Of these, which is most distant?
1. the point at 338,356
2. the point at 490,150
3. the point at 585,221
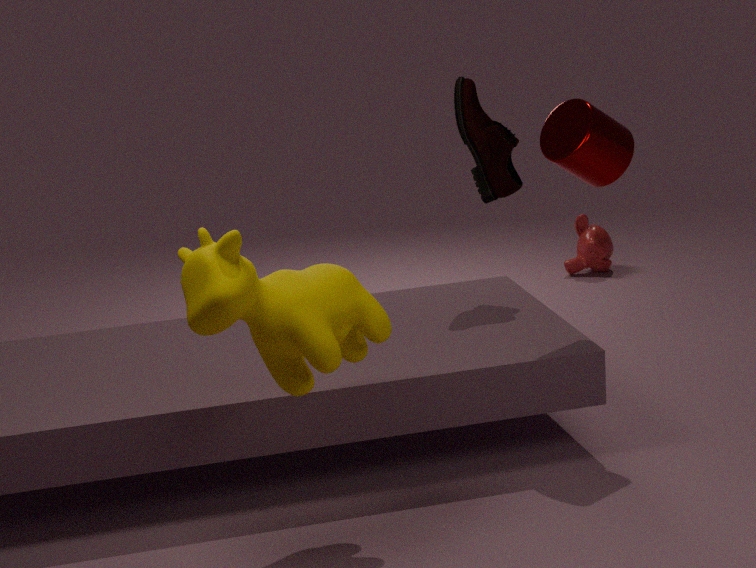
the point at 585,221
